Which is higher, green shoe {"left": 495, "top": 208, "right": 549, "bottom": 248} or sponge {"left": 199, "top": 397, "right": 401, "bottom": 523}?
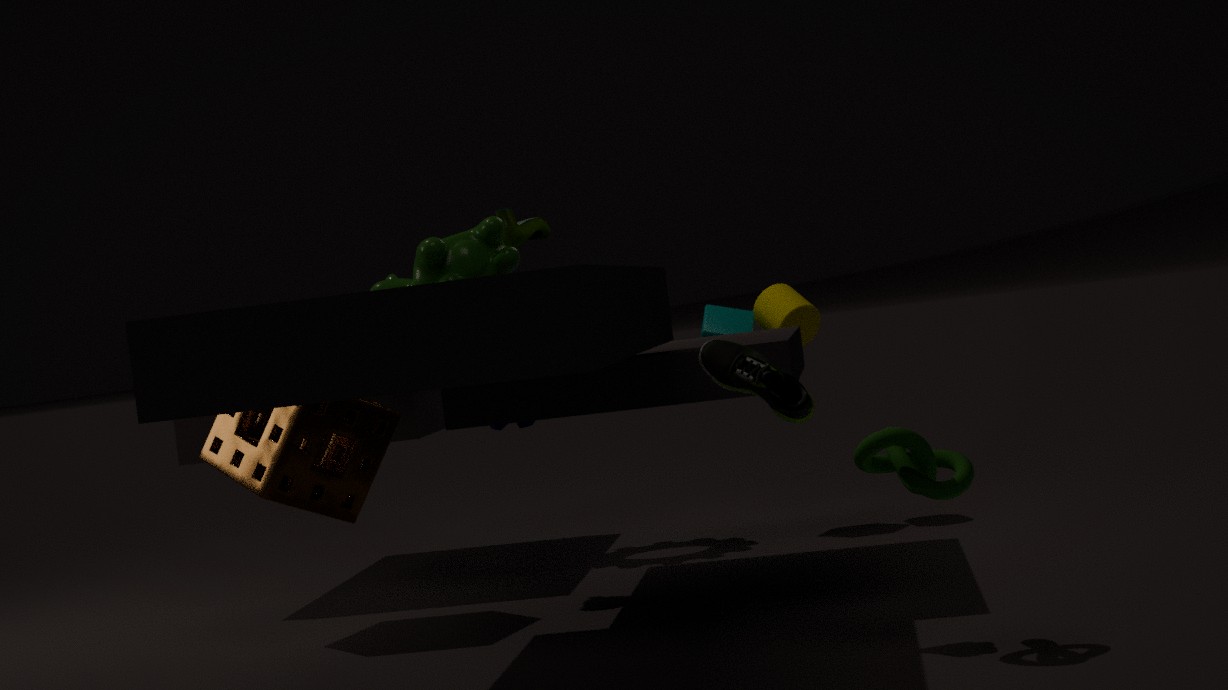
green shoe {"left": 495, "top": 208, "right": 549, "bottom": 248}
